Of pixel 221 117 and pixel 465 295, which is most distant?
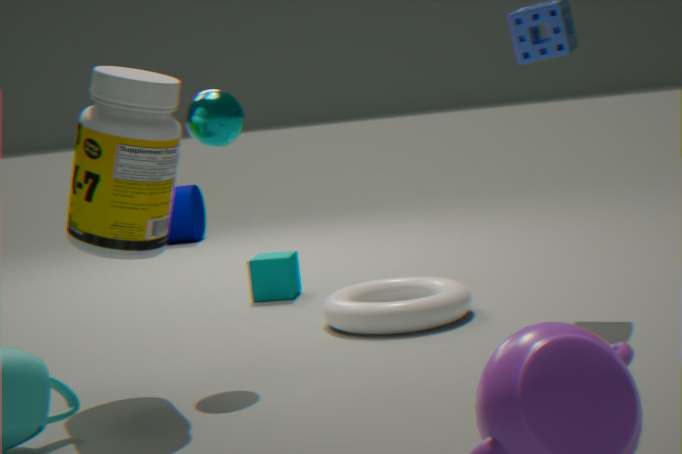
pixel 465 295
